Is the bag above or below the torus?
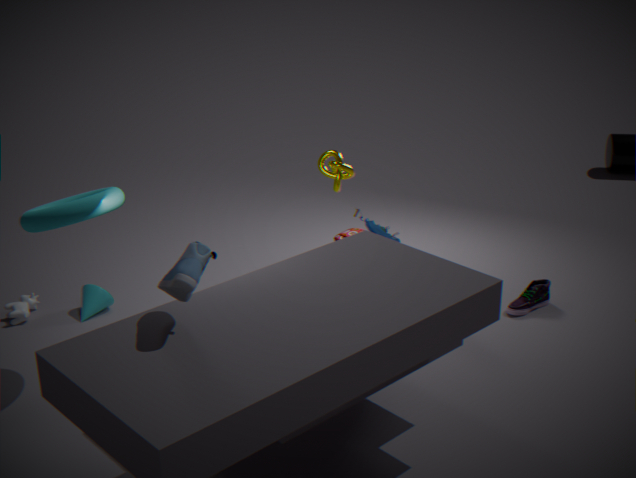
below
